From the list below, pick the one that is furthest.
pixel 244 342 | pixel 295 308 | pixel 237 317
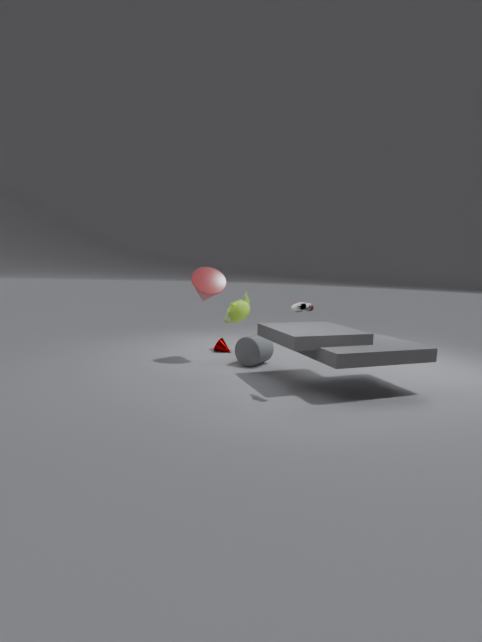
pixel 237 317
